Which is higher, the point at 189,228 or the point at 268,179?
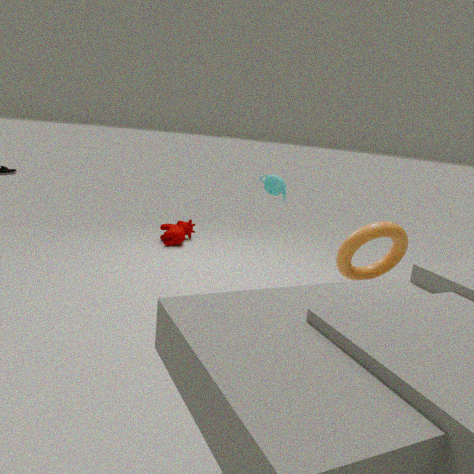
the point at 268,179
